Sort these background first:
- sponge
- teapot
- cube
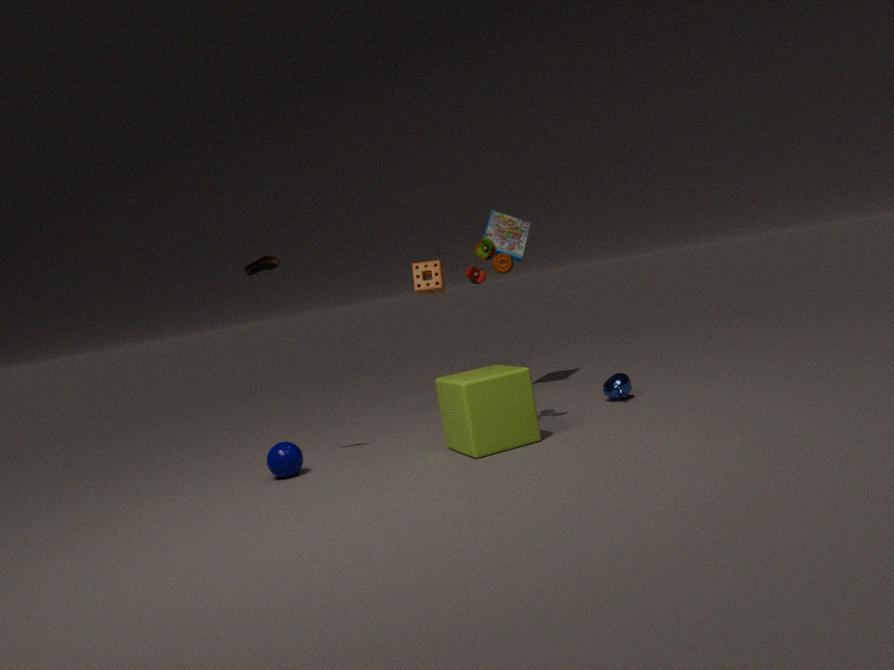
1. sponge
2. teapot
3. cube
